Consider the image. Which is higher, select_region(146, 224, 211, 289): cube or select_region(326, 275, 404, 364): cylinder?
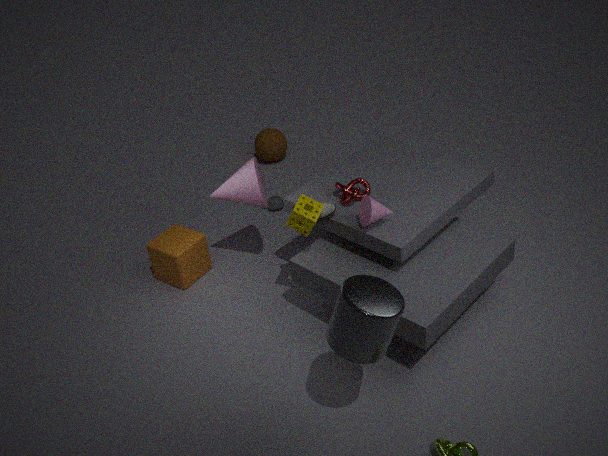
select_region(326, 275, 404, 364): cylinder
